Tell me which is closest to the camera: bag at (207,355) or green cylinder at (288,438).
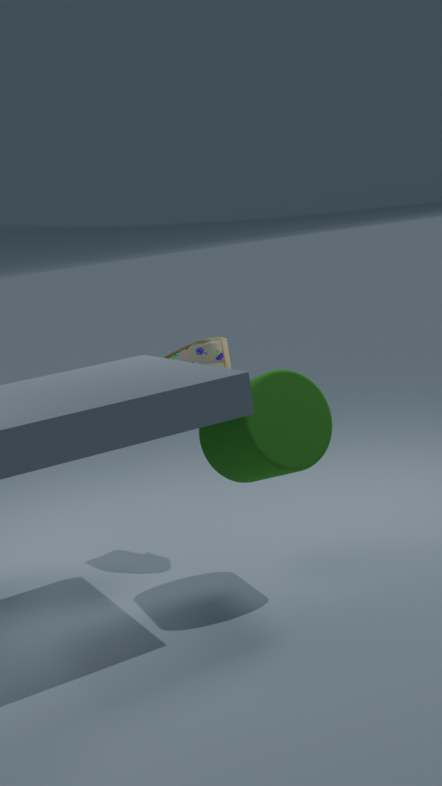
green cylinder at (288,438)
